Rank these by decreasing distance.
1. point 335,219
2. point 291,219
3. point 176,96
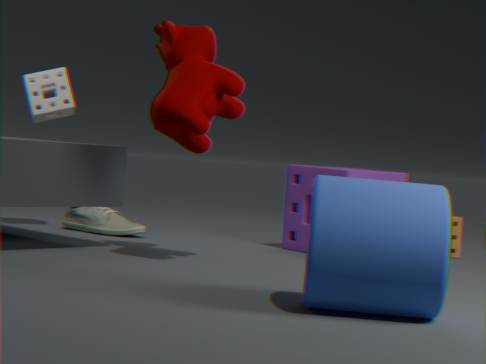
point 291,219
point 176,96
point 335,219
